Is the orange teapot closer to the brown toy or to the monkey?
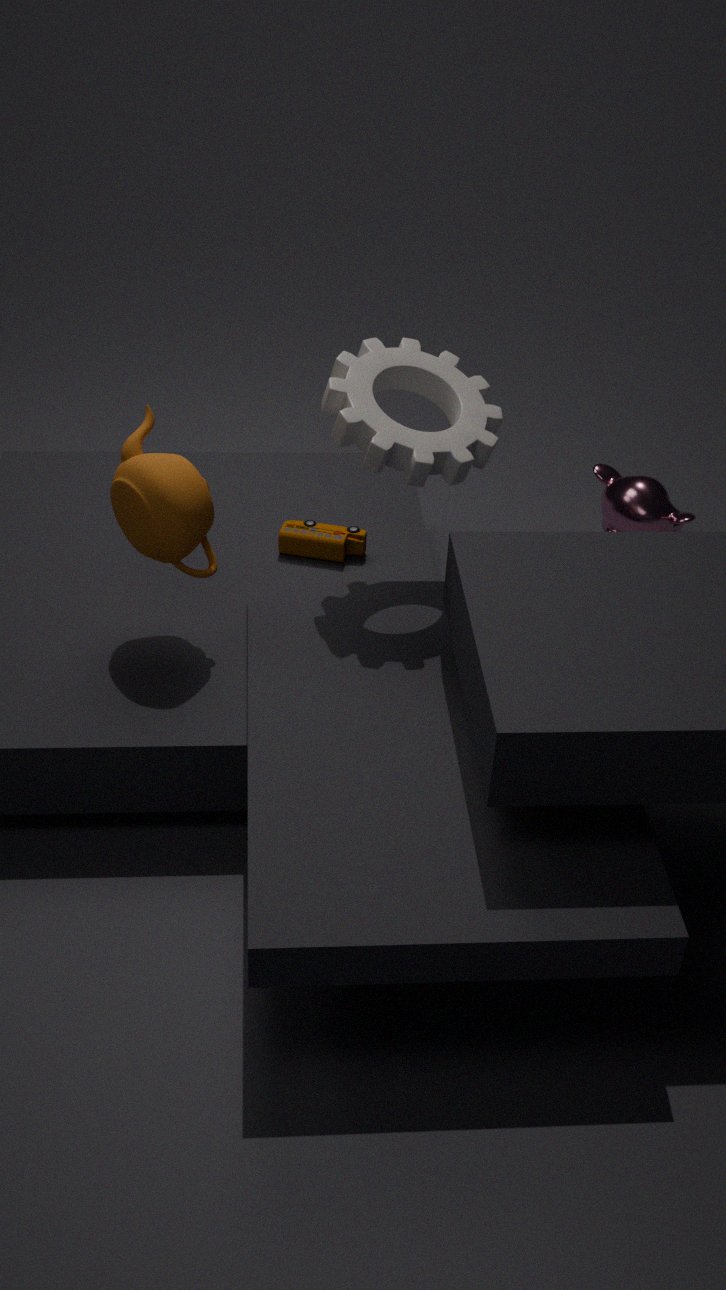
the brown toy
